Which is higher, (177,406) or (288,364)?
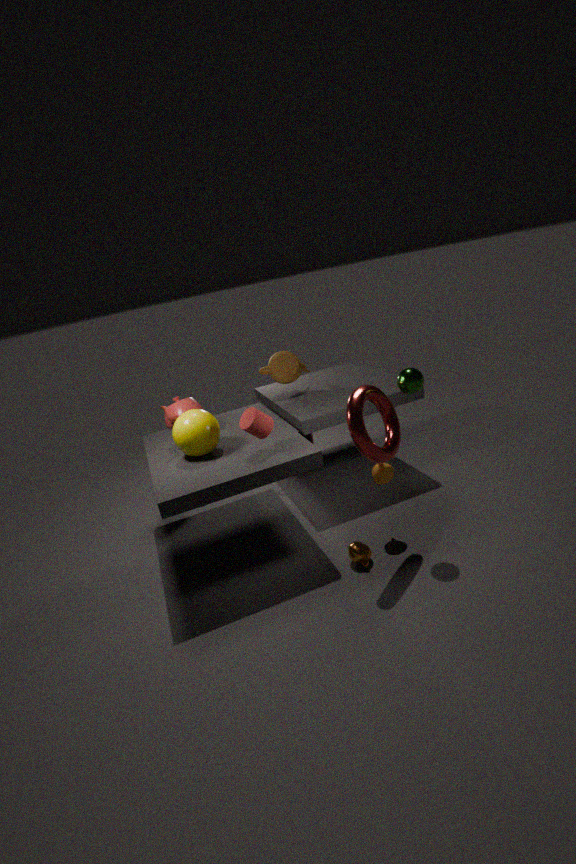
(288,364)
